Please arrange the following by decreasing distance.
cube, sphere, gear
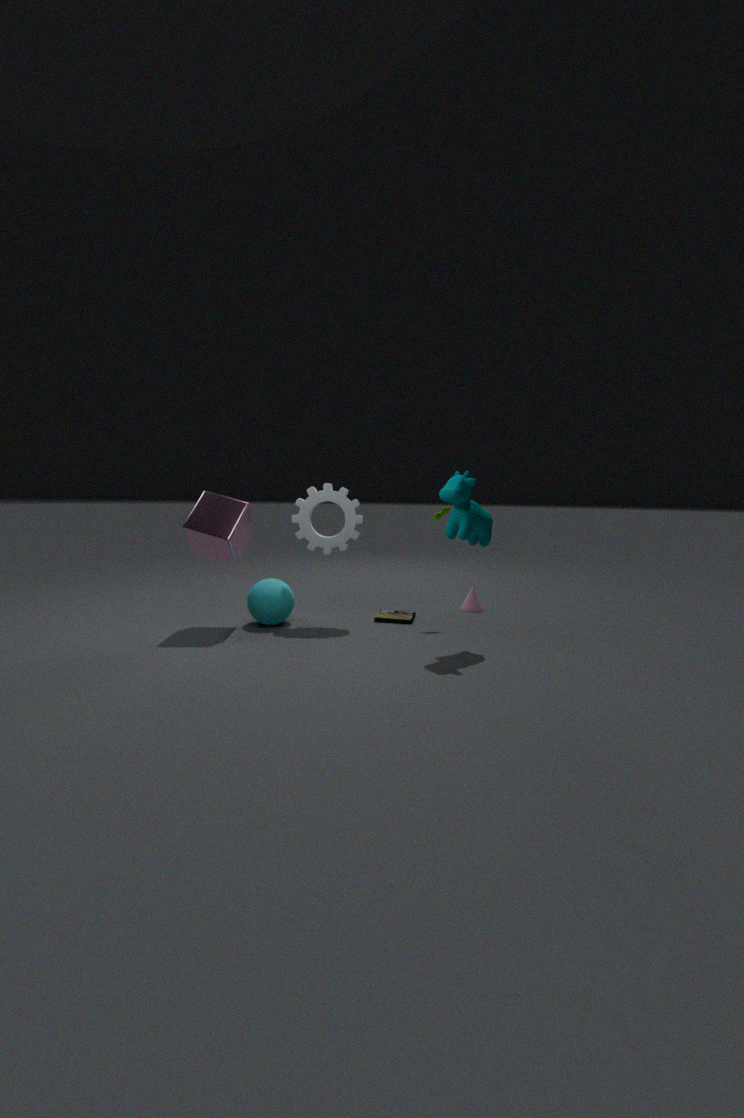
gear → sphere → cube
